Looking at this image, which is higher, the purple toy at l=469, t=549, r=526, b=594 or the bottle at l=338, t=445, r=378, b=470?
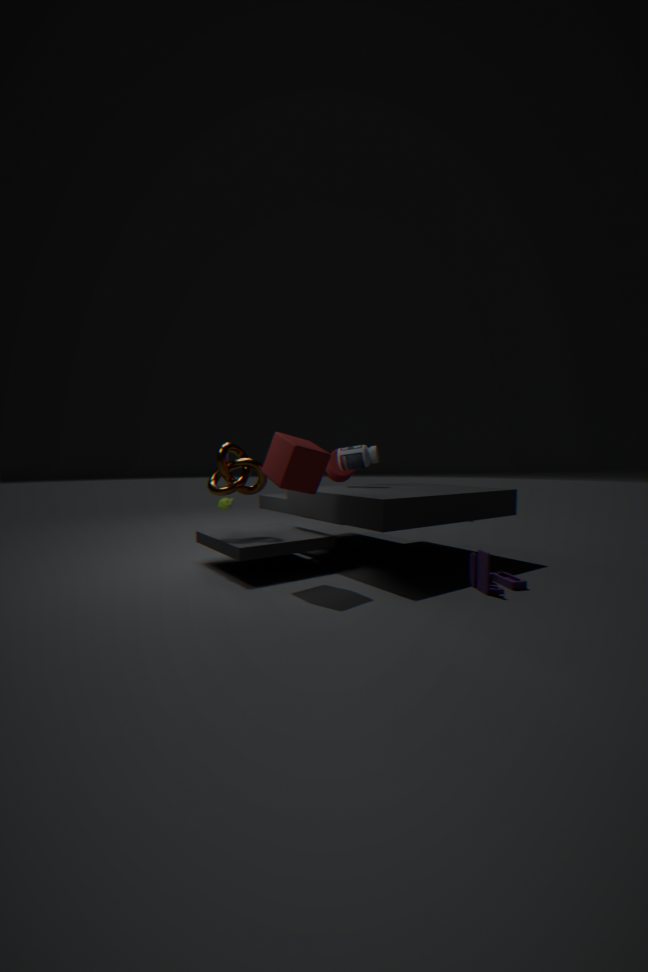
the bottle at l=338, t=445, r=378, b=470
